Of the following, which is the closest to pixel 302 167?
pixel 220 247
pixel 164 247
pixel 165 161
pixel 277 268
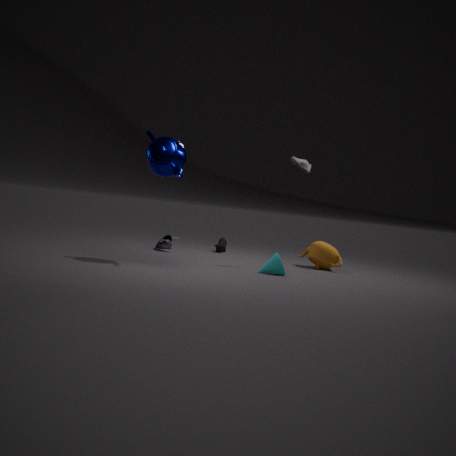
pixel 277 268
